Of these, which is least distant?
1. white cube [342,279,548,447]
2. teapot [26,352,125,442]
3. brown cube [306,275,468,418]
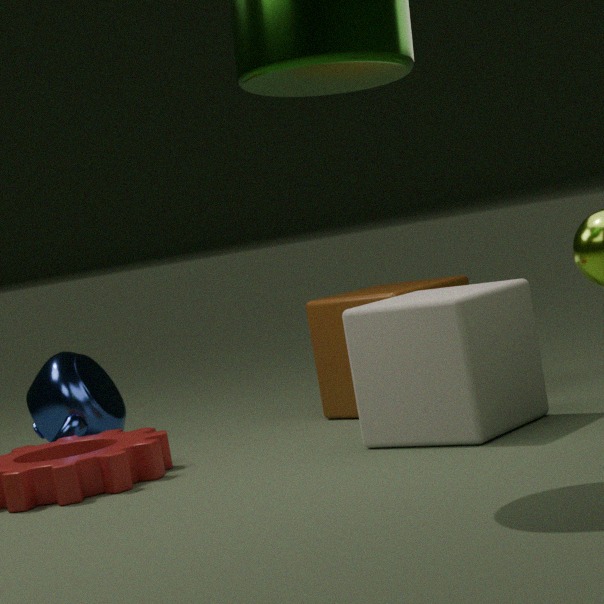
white cube [342,279,548,447]
